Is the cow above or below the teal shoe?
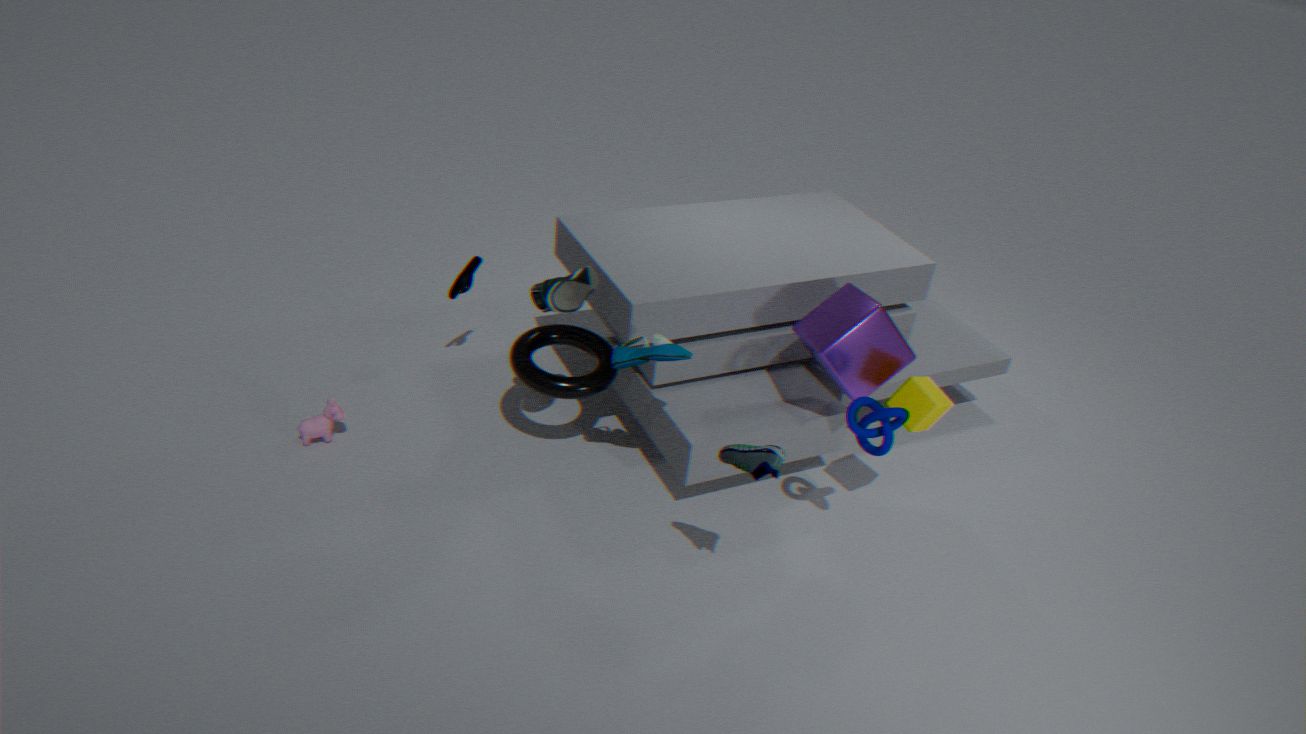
below
